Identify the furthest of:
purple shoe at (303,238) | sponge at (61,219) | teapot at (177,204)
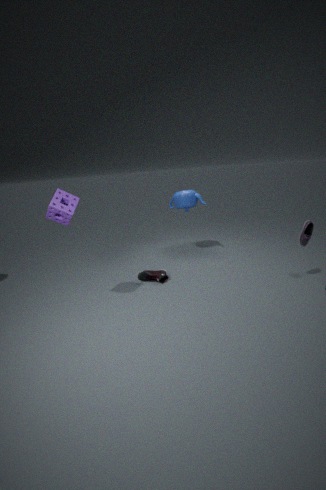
teapot at (177,204)
